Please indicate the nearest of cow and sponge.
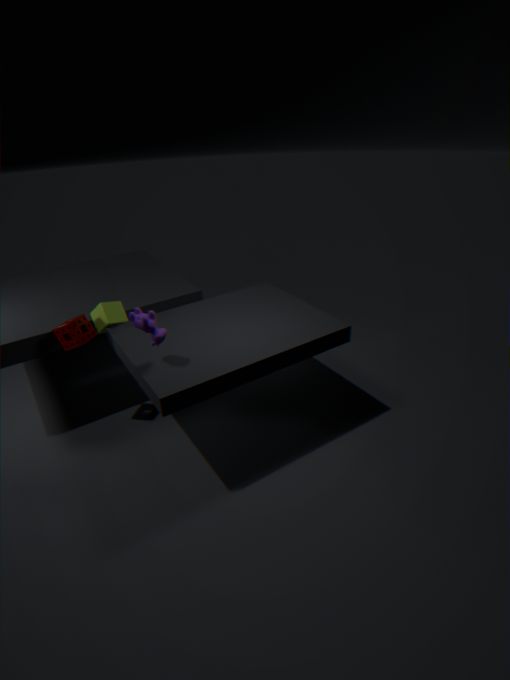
cow
